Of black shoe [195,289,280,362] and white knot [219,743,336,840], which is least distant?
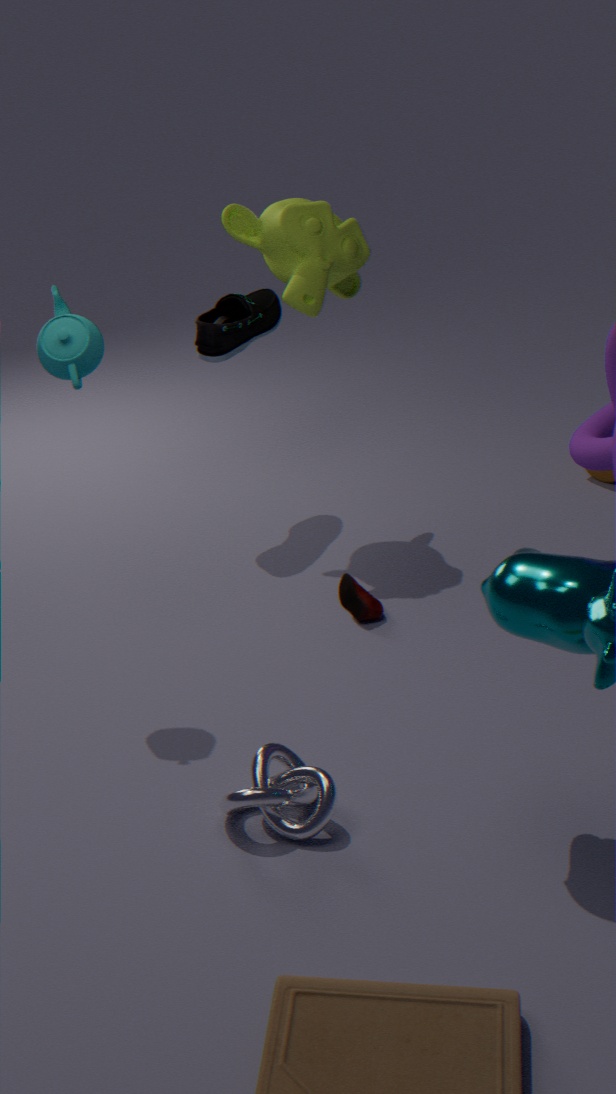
white knot [219,743,336,840]
